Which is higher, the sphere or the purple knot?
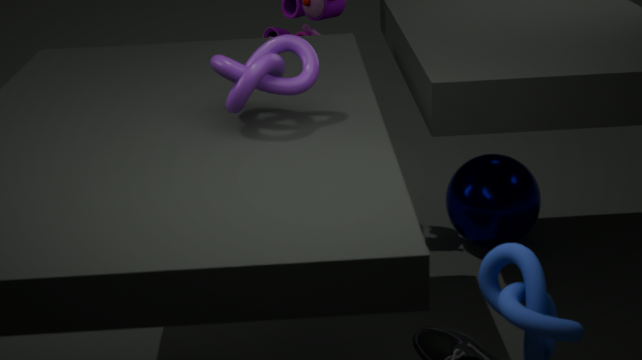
the purple knot
